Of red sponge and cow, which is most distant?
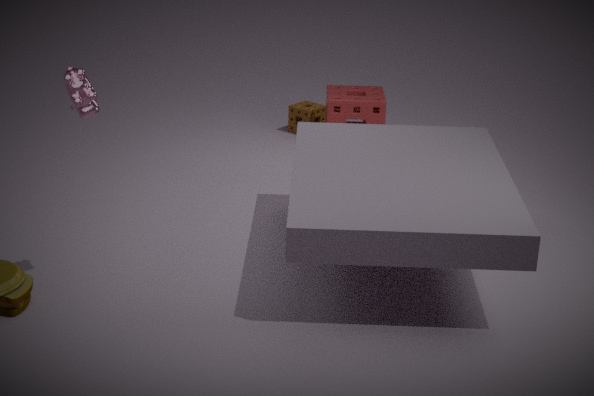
red sponge
